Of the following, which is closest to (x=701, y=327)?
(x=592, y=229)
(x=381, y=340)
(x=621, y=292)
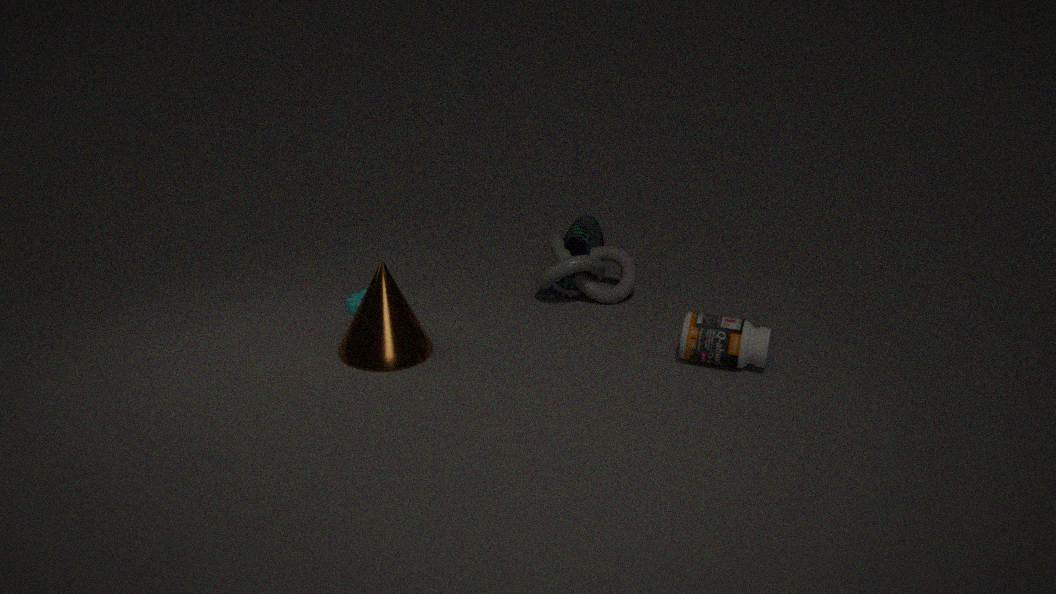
(x=621, y=292)
